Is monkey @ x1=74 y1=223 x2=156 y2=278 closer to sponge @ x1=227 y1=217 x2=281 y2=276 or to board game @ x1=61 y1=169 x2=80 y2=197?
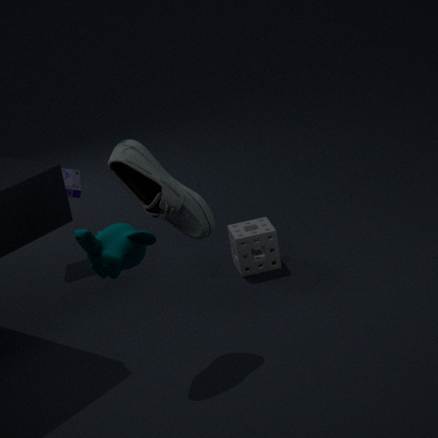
sponge @ x1=227 y1=217 x2=281 y2=276
